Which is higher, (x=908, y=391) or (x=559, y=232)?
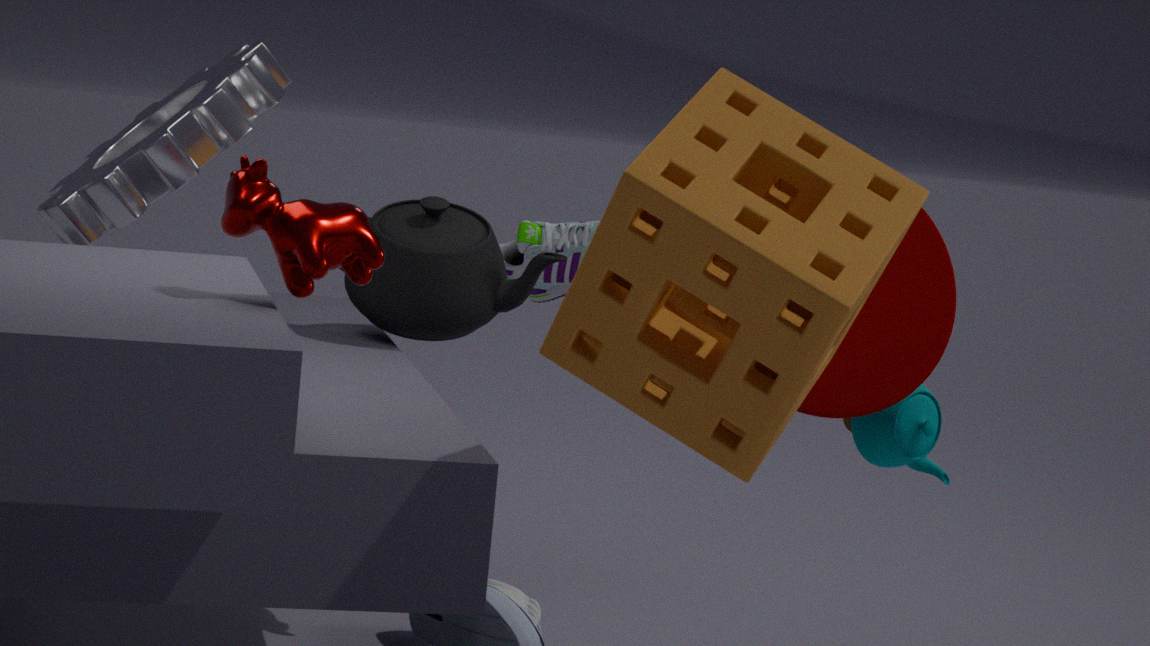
(x=908, y=391)
